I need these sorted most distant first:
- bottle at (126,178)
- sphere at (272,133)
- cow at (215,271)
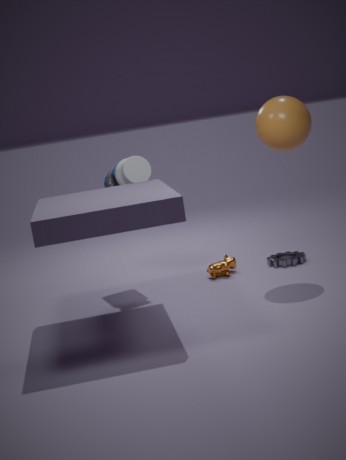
cow at (215,271) → bottle at (126,178) → sphere at (272,133)
